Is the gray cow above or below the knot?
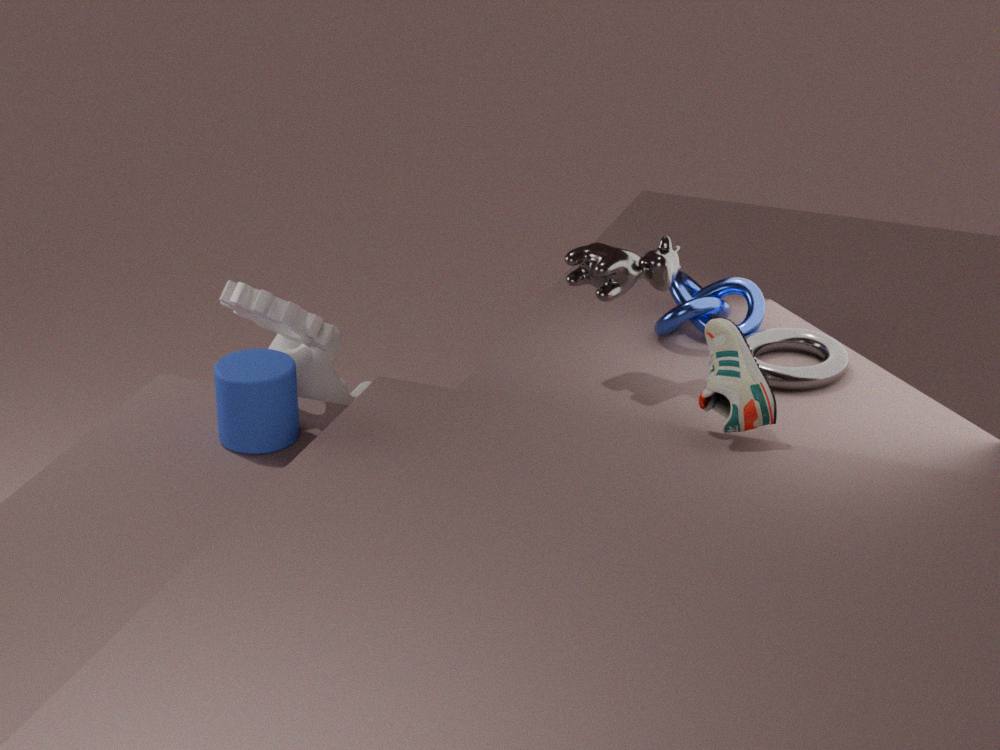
above
